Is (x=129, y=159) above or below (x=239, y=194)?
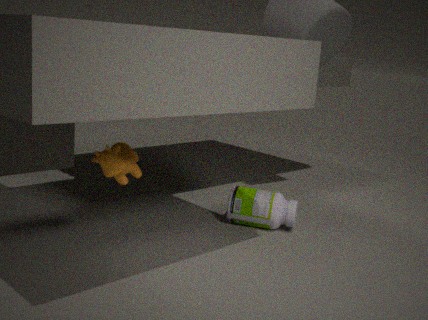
above
